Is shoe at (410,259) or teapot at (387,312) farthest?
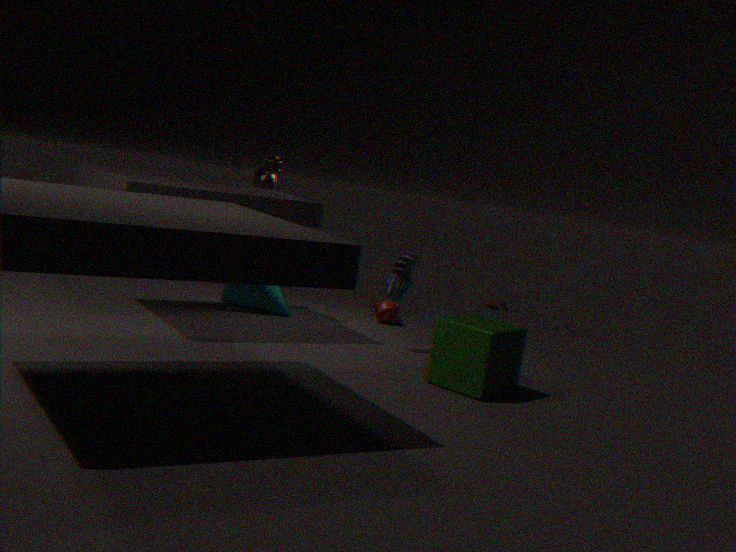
teapot at (387,312)
